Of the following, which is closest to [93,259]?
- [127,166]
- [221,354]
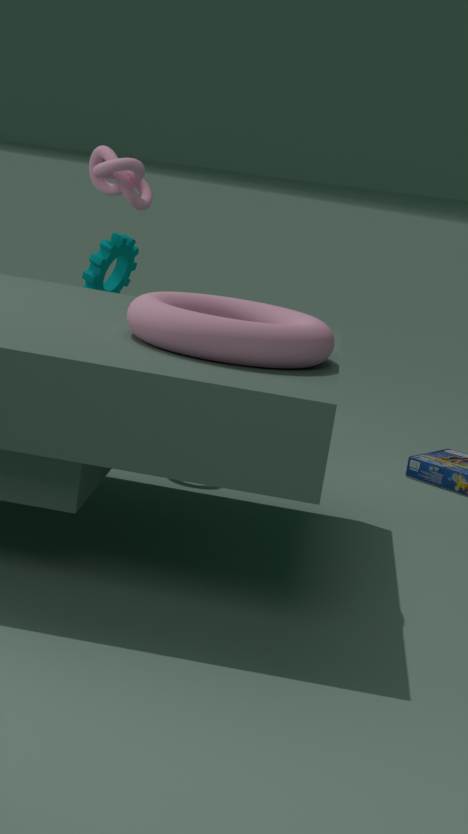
[127,166]
